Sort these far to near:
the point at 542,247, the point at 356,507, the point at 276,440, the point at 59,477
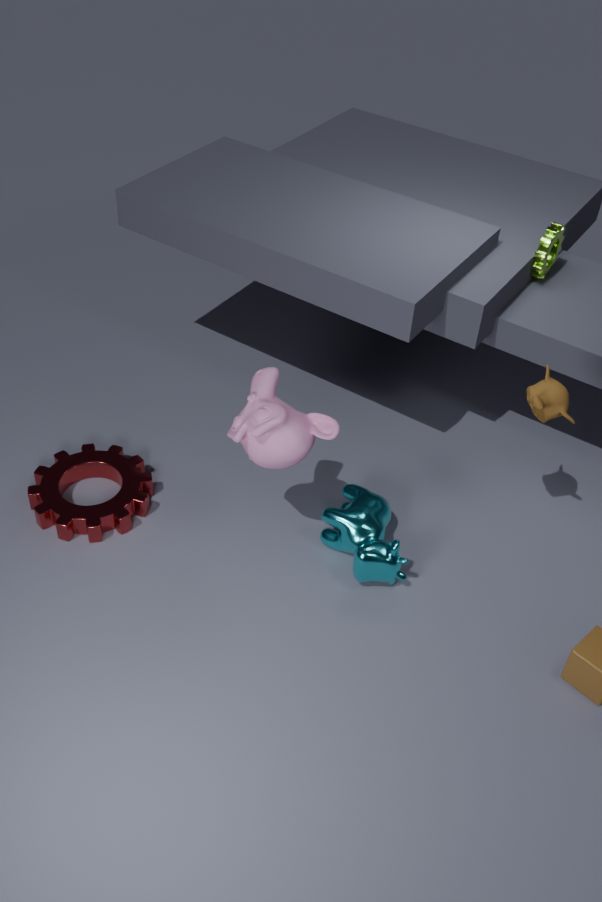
the point at 542,247
the point at 59,477
the point at 356,507
the point at 276,440
